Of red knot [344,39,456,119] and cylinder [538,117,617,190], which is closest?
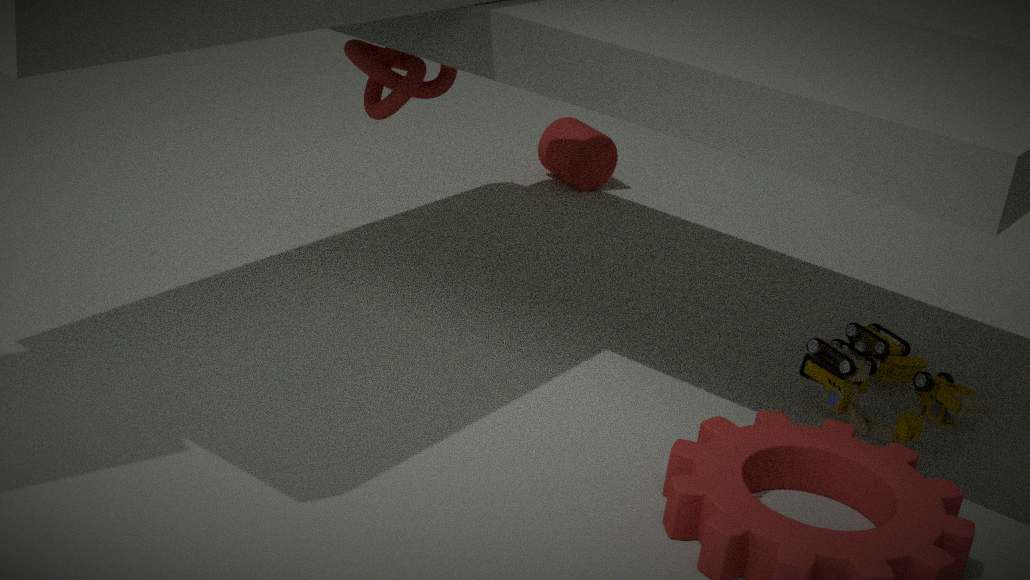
red knot [344,39,456,119]
